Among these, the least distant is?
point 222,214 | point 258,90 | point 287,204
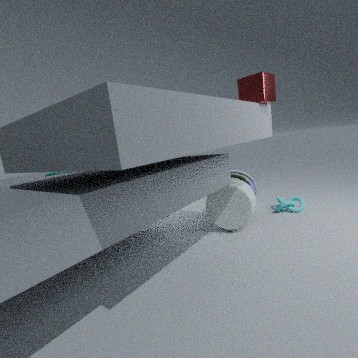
point 258,90
